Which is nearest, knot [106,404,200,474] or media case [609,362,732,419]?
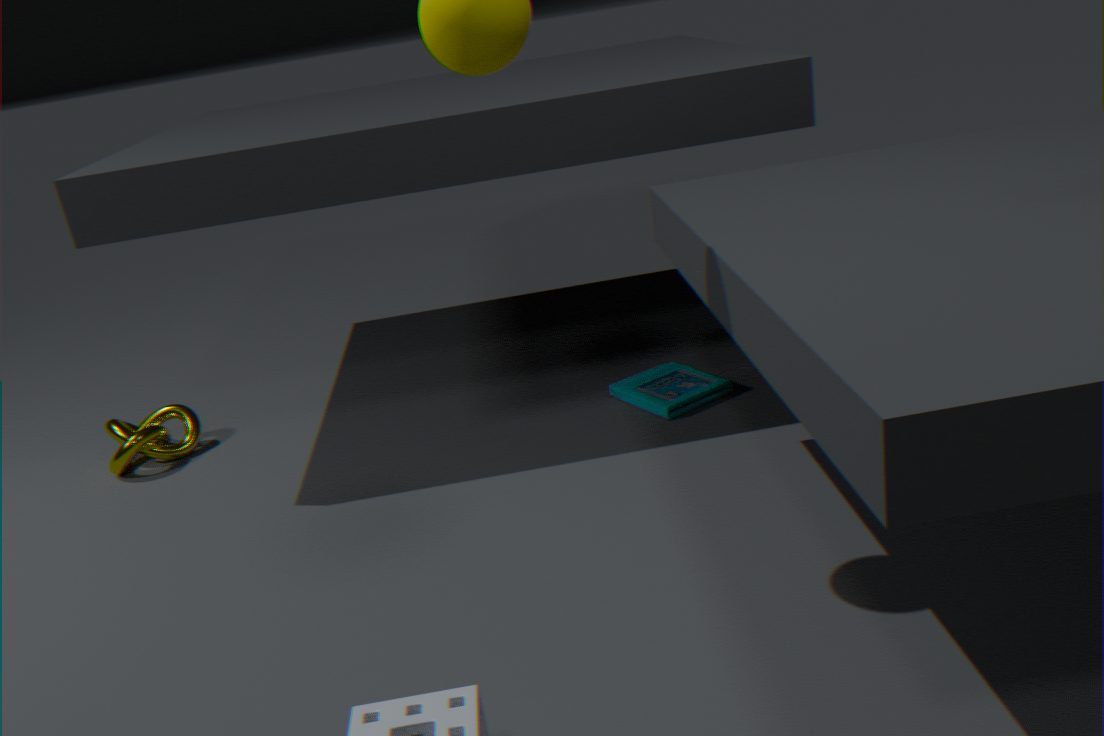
media case [609,362,732,419]
